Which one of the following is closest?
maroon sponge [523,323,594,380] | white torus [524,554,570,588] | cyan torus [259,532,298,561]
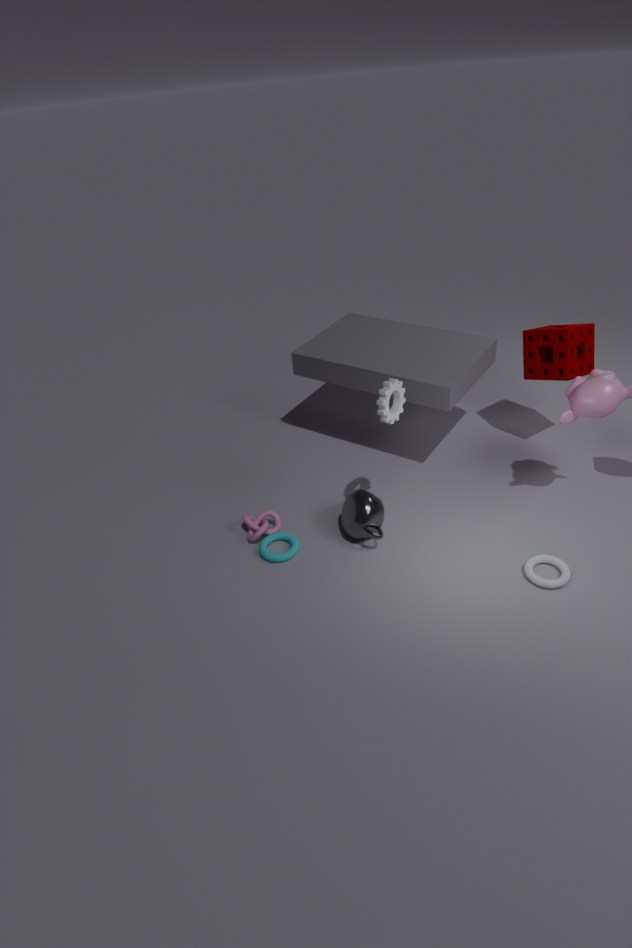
white torus [524,554,570,588]
